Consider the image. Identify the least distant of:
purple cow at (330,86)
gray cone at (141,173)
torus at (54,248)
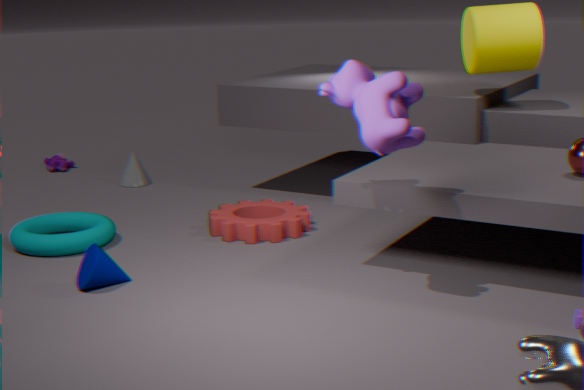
purple cow at (330,86)
